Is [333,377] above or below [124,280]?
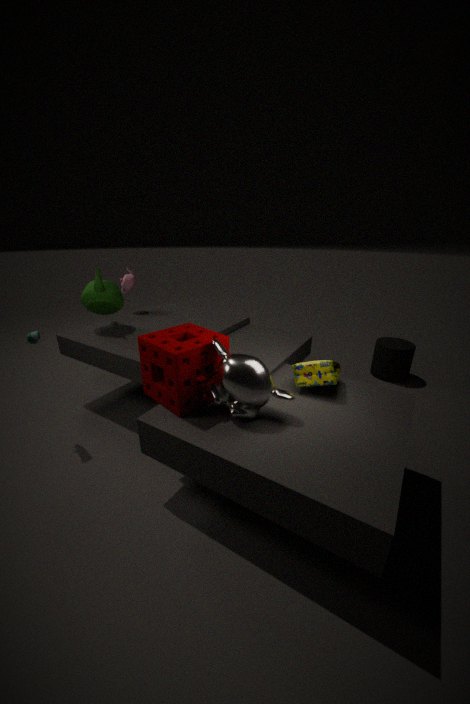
below
